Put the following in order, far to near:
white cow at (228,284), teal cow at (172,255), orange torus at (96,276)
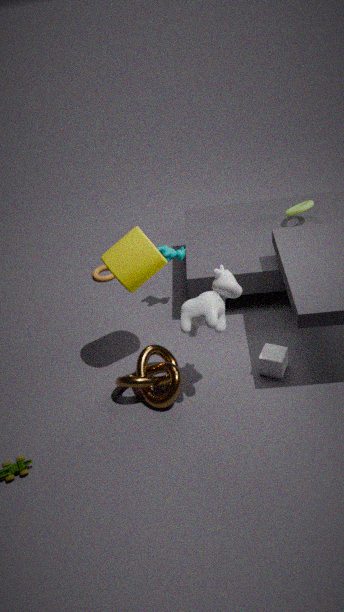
1. orange torus at (96,276)
2. teal cow at (172,255)
3. white cow at (228,284)
